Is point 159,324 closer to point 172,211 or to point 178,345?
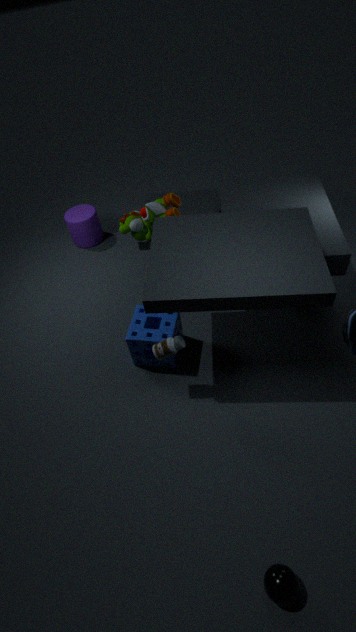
point 178,345
